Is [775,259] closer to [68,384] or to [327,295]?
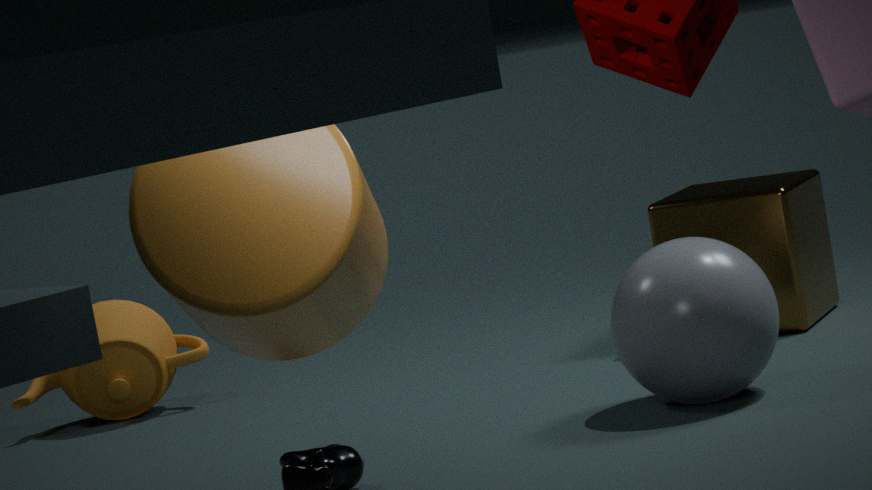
[68,384]
